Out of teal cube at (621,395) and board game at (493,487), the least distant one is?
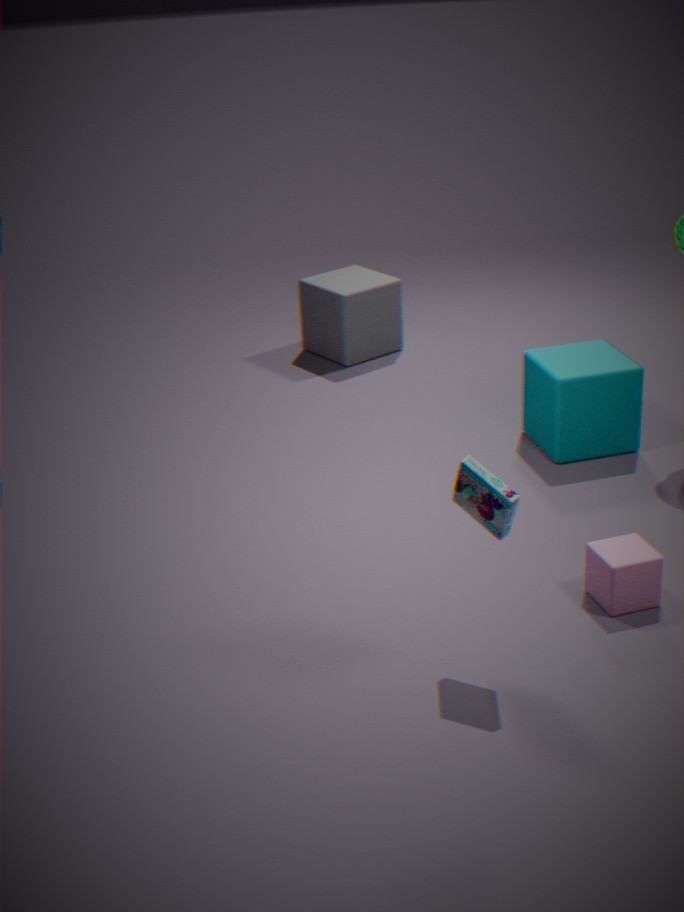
board game at (493,487)
